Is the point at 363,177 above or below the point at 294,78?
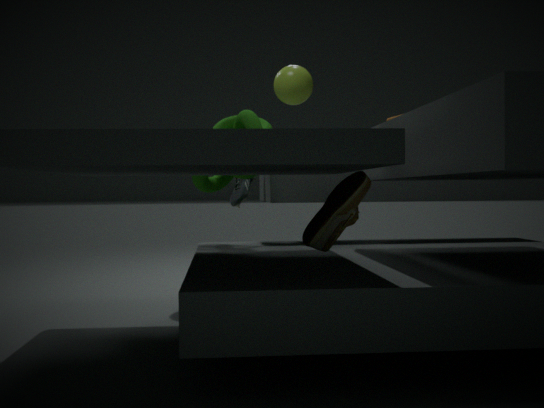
below
